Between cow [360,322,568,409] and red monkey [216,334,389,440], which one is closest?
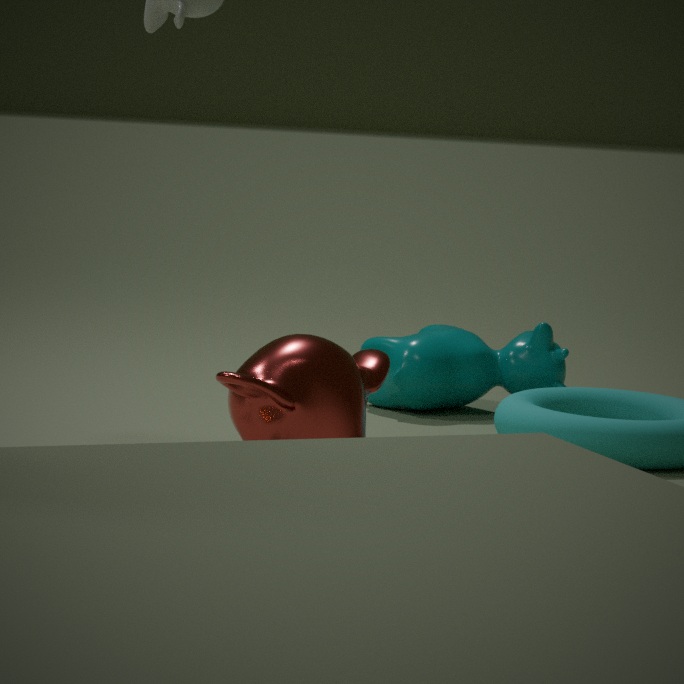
red monkey [216,334,389,440]
